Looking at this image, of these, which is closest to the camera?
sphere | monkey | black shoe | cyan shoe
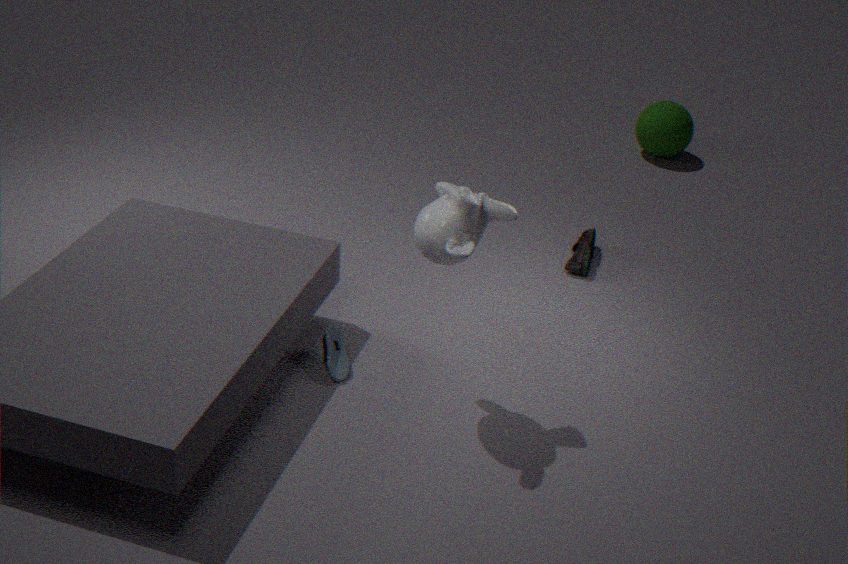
monkey
